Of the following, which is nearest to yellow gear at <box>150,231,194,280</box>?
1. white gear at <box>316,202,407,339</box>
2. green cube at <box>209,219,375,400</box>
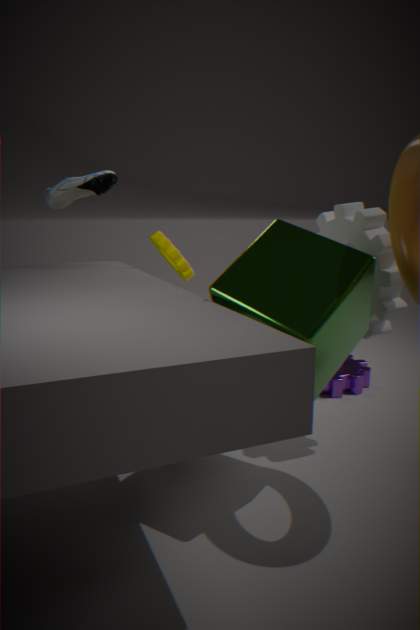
white gear at <box>316,202,407,339</box>
